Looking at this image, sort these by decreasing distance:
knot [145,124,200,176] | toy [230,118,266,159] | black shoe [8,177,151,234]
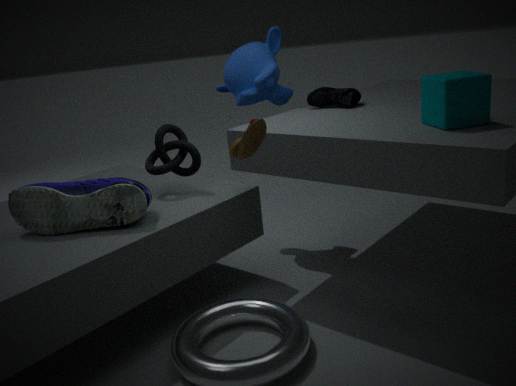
1. knot [145,124,200,176]
2. black shoe [8,177,151,234]
3. toy [230,118,266,159]
